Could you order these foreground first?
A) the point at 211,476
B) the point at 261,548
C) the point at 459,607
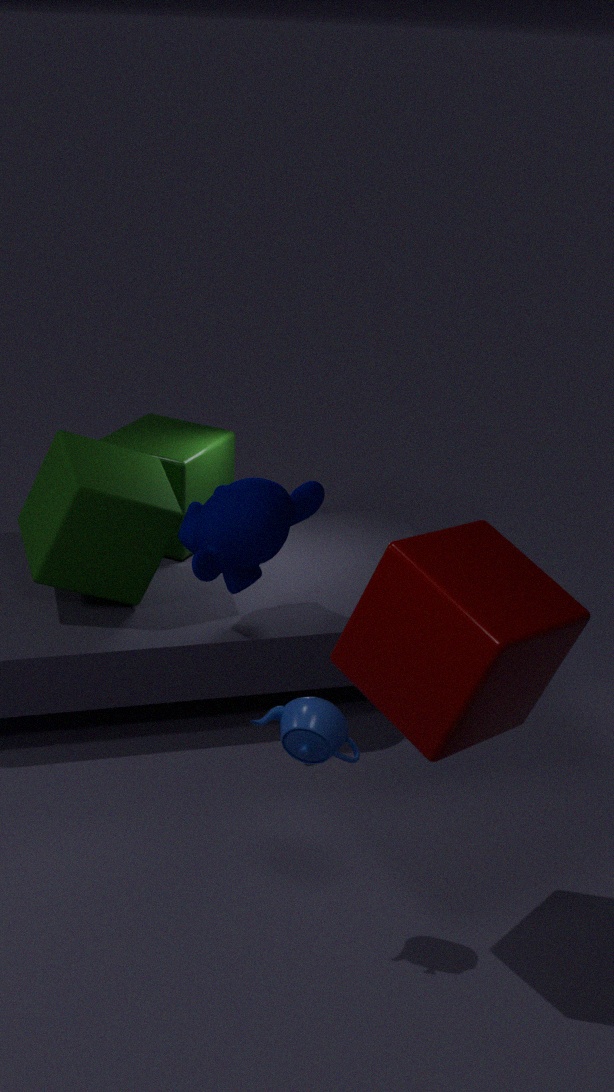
the point at 459,607 < the point at 261,548 < the point at 211,476
